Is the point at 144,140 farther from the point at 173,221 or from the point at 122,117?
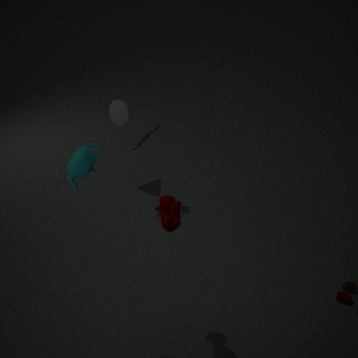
the point at 173,221
